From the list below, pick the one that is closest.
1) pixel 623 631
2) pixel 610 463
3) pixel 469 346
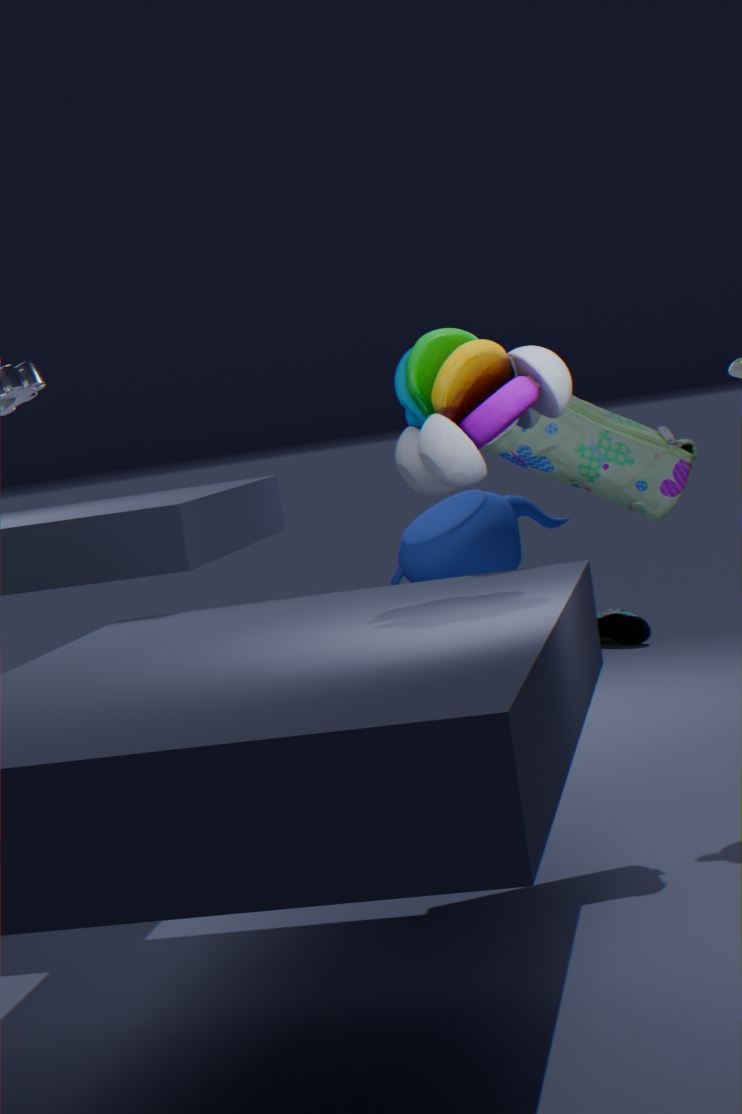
3. pixel 469 346
